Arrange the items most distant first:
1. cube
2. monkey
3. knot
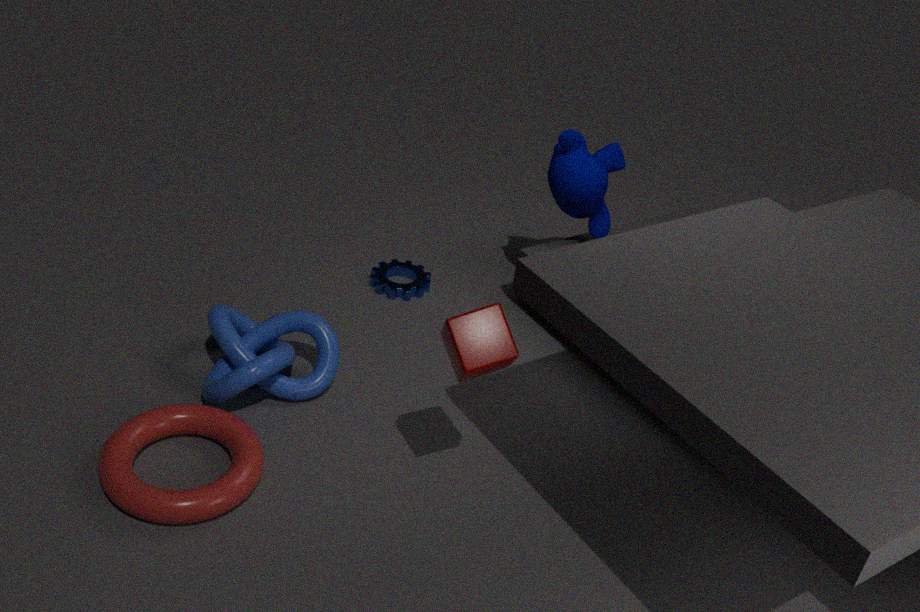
monkey, knot, cube
